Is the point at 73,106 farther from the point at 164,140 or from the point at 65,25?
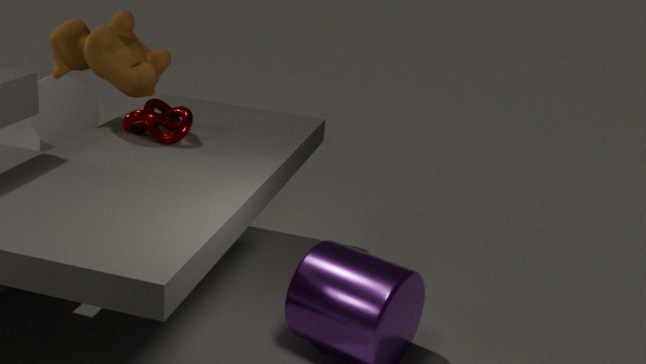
the point at 164,140
